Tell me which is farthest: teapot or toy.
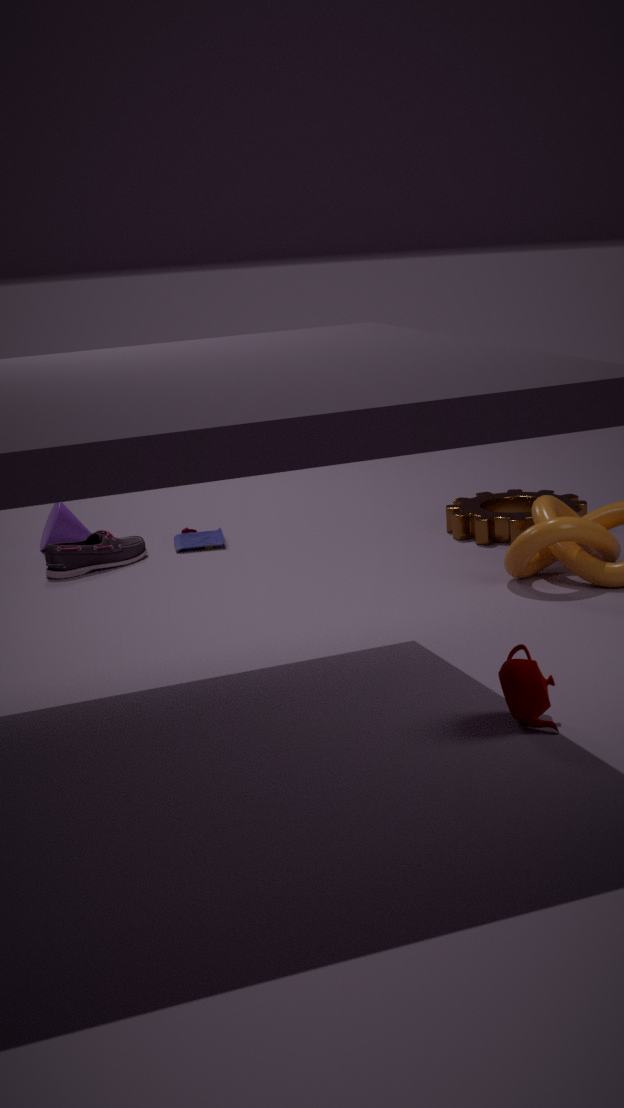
toy
